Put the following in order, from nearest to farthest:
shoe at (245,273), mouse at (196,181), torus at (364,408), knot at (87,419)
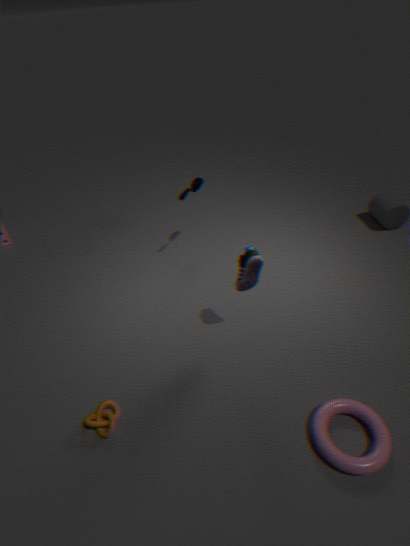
torus at (364,408) → knot at (87,419) → shoe at (245,273) → mouse at (196,181)
